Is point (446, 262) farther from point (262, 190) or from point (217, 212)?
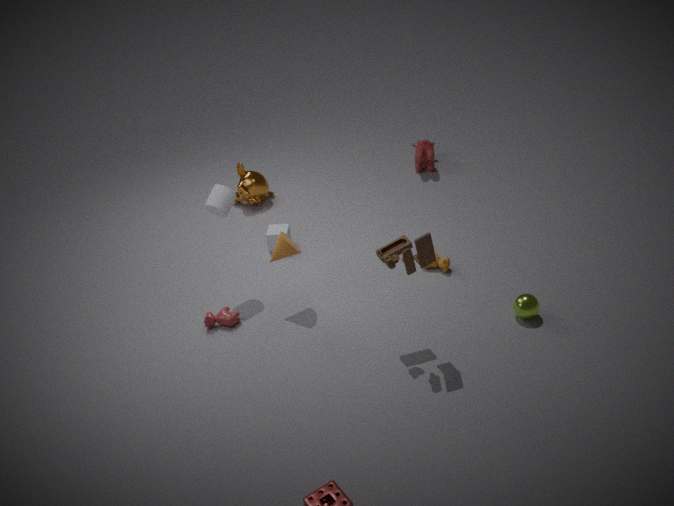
point (262, 190)
